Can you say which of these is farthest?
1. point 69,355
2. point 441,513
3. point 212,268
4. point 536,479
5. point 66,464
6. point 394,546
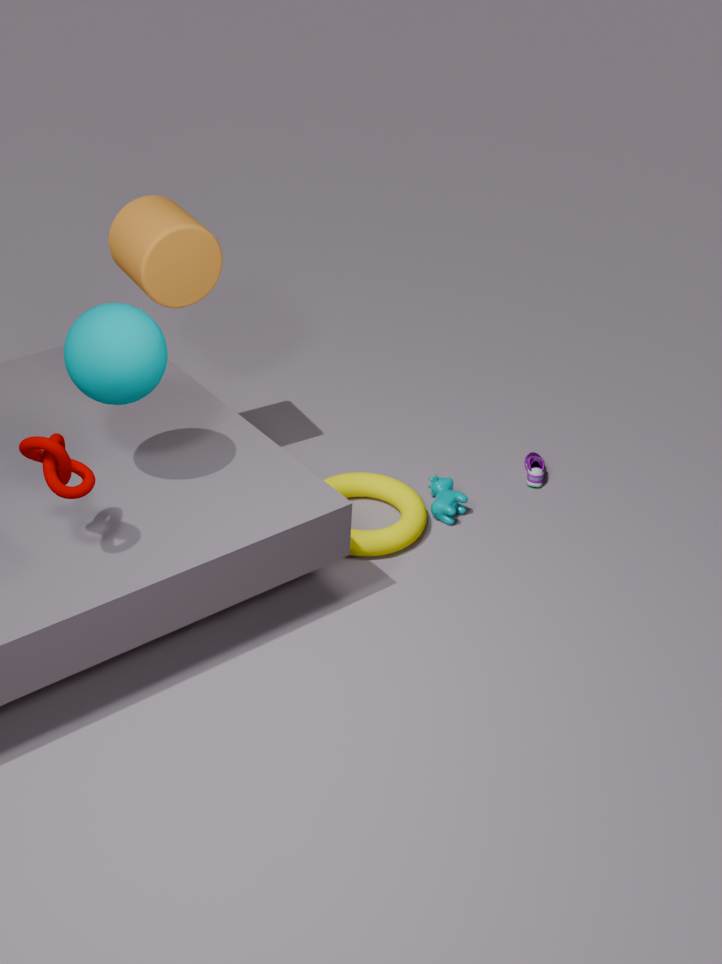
point 536,479
